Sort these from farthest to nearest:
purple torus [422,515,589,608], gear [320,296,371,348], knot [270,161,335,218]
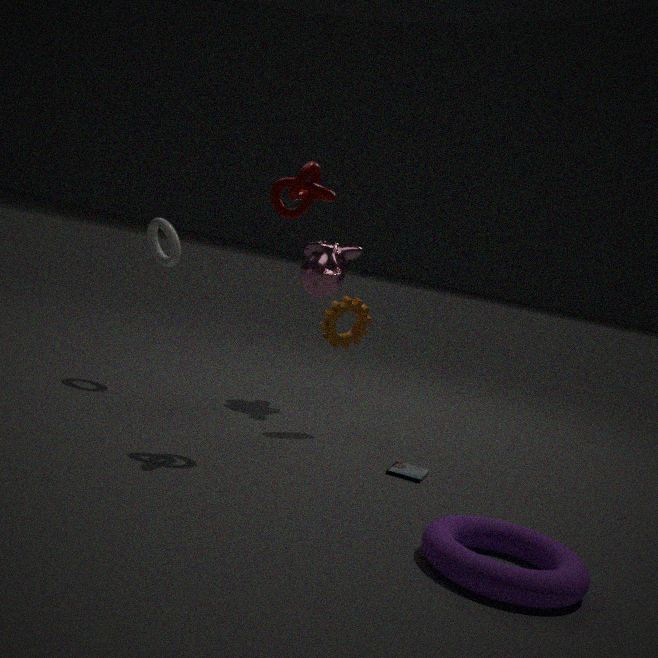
gear [320,296,371,348]
knot [270,161,335,218]
purple torus [422,515,589,608]
